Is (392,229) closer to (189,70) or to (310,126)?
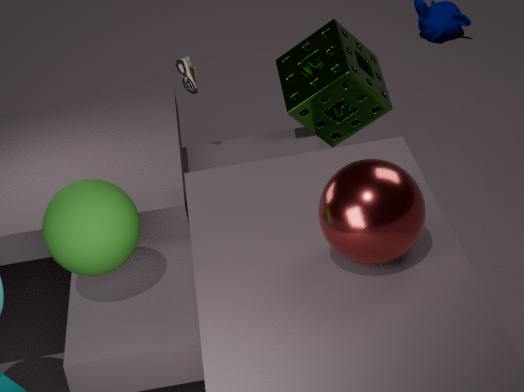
(189,70)
